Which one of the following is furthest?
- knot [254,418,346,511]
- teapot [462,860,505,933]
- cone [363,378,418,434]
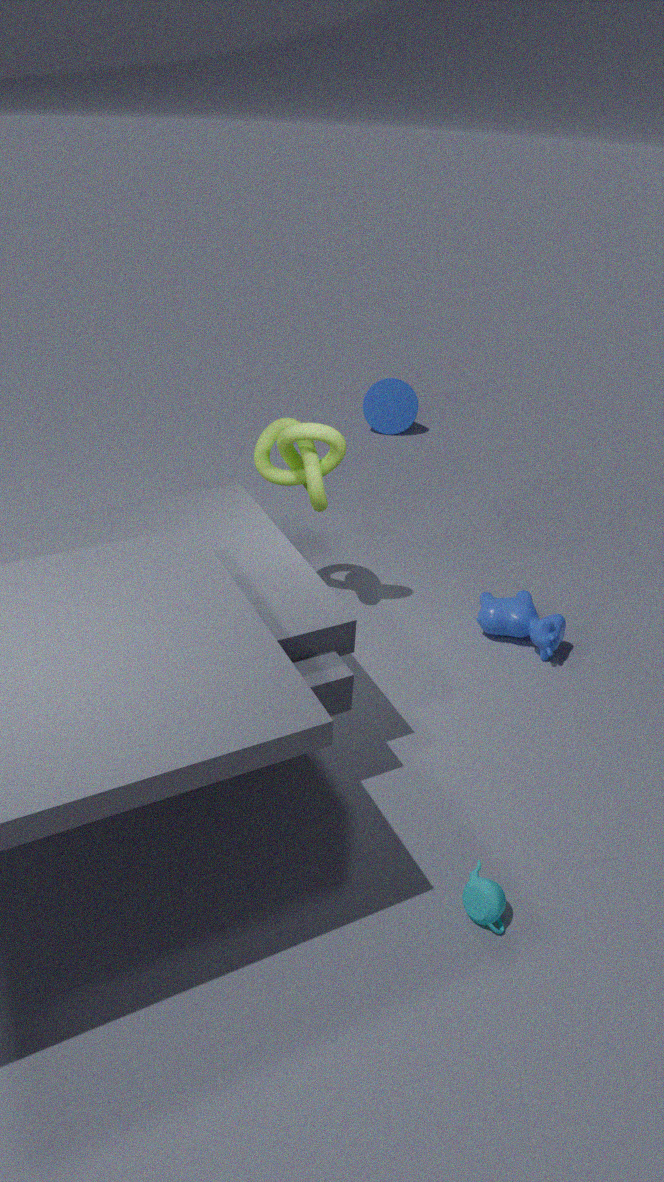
cone [363,378,418,434]
